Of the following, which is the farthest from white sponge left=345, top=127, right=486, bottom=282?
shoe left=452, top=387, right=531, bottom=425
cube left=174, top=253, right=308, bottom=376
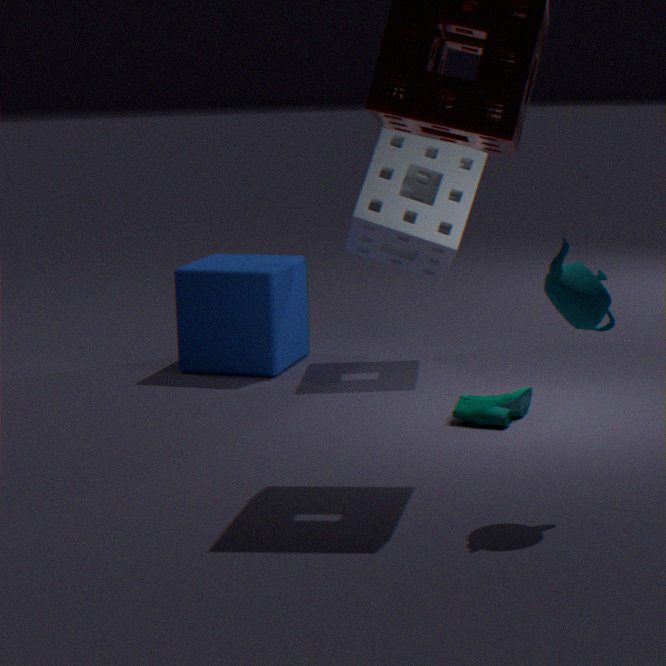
shoe left=452, top=387, right=531, bottom=425
